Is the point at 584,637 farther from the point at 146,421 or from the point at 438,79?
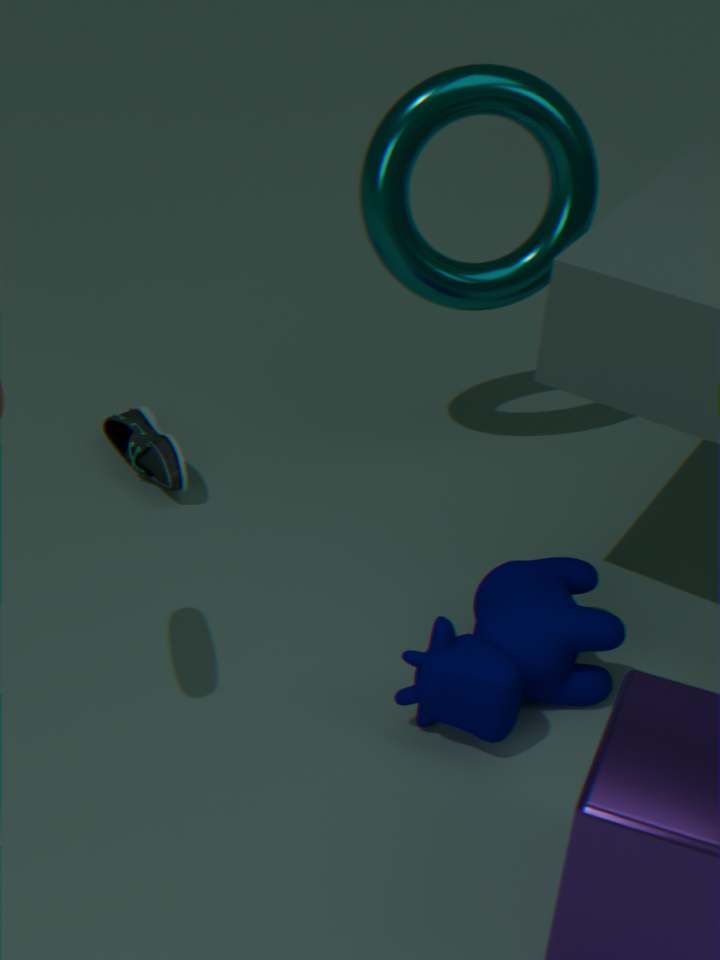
the point at 438,79
